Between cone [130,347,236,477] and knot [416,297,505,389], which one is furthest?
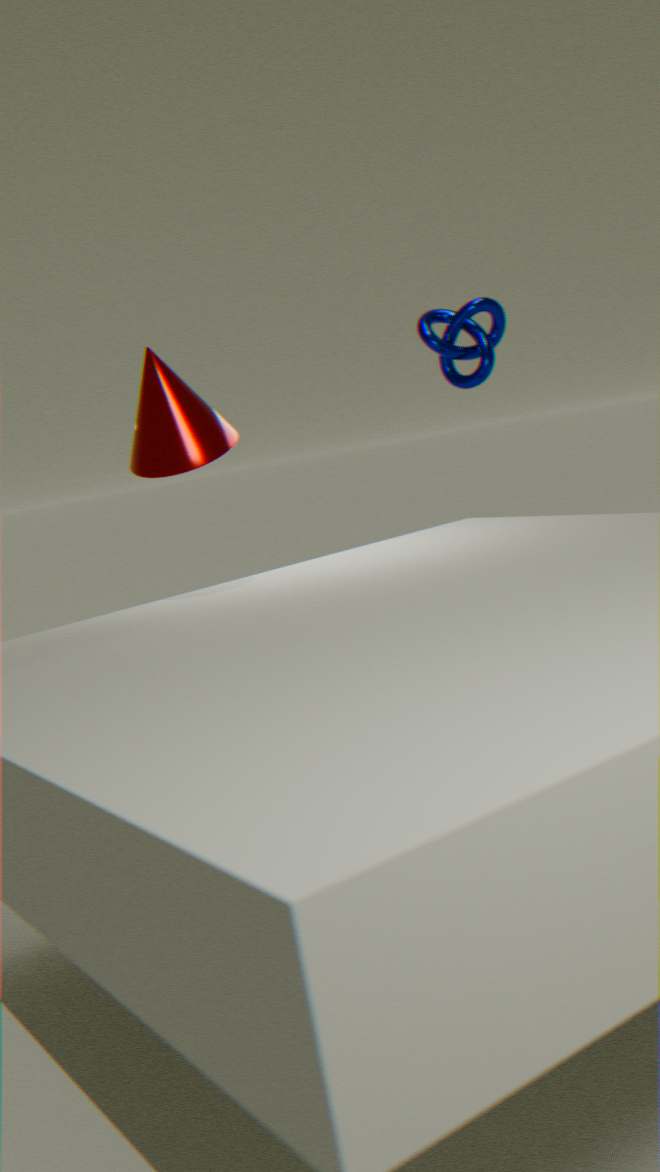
knot [416,297,505,389]
